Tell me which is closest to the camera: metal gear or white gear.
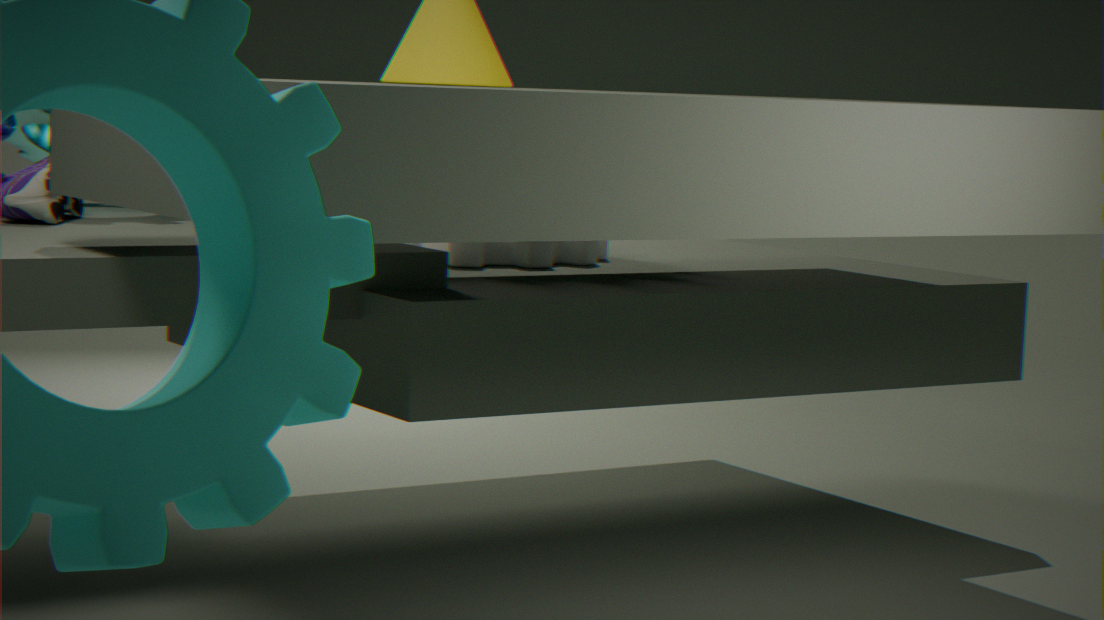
white gear
